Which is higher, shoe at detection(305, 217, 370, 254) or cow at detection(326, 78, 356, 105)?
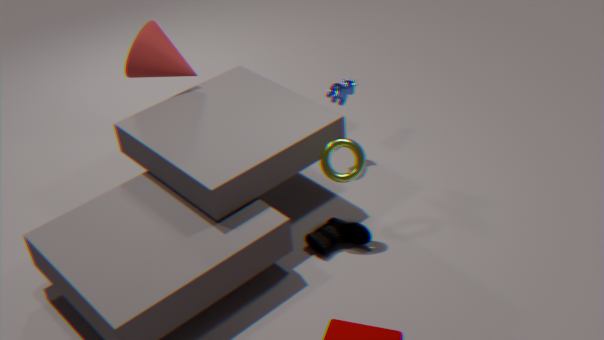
cow at detection(326, 78, 356, 105)
